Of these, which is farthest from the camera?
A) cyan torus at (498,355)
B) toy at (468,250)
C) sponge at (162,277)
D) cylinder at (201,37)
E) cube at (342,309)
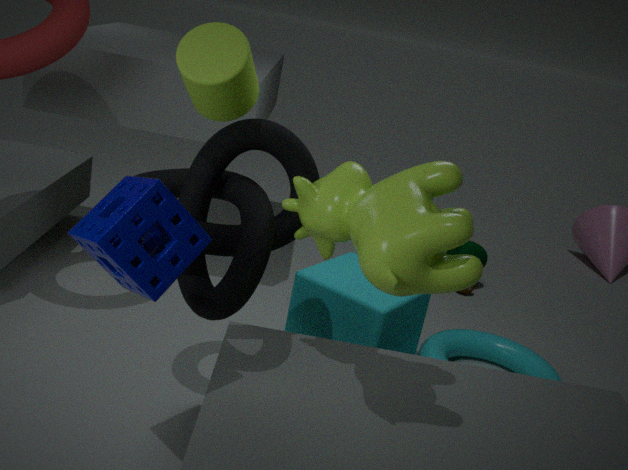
toy at (468,250)
